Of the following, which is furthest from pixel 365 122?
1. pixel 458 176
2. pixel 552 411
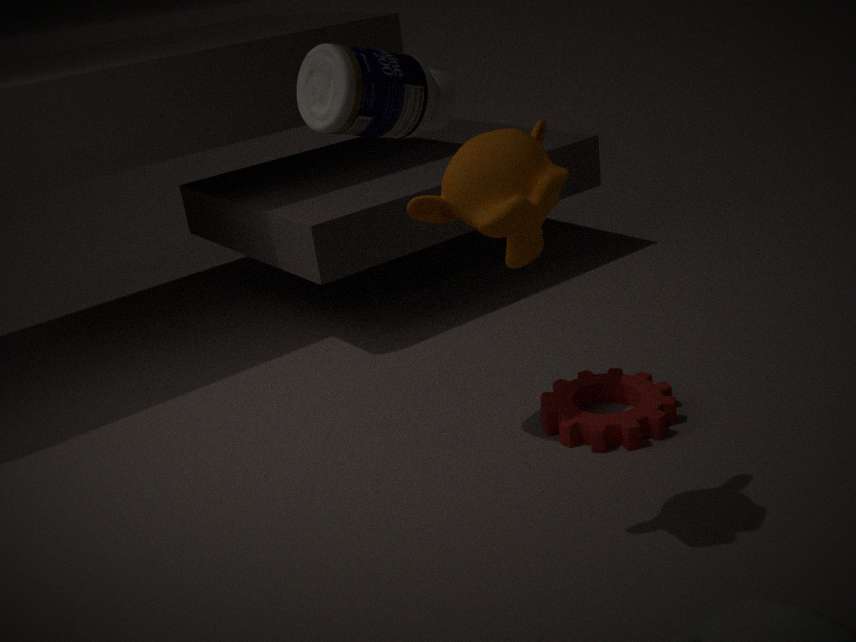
pixel 552 411
